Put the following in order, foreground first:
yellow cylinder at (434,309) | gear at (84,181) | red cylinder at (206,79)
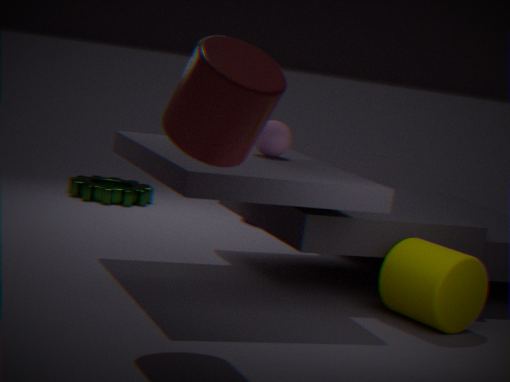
1. red cylinder at (206,79)
2. yellow cylinder at (434,309)
3. gear at (84,181)
